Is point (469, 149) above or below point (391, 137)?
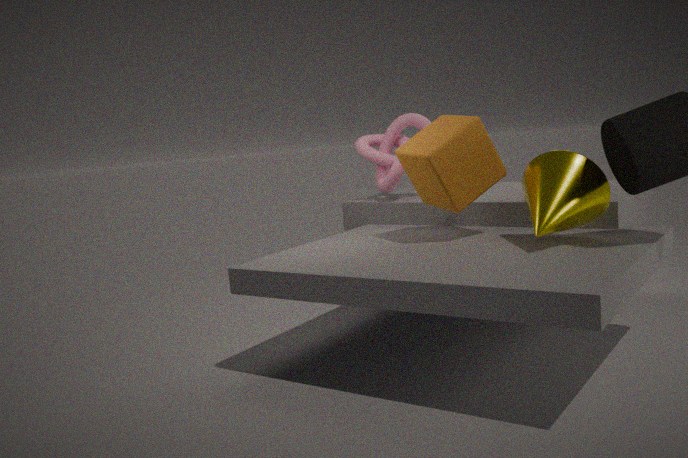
below
